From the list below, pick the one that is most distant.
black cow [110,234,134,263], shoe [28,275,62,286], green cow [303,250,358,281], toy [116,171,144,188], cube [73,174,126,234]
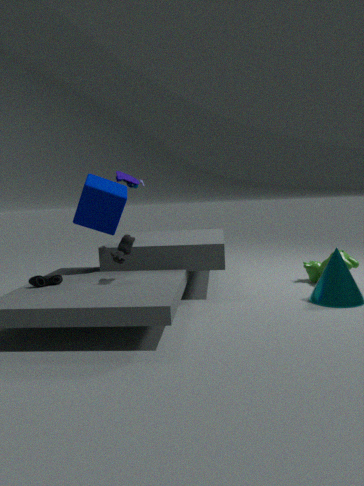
green cow [303,250,358,281]
